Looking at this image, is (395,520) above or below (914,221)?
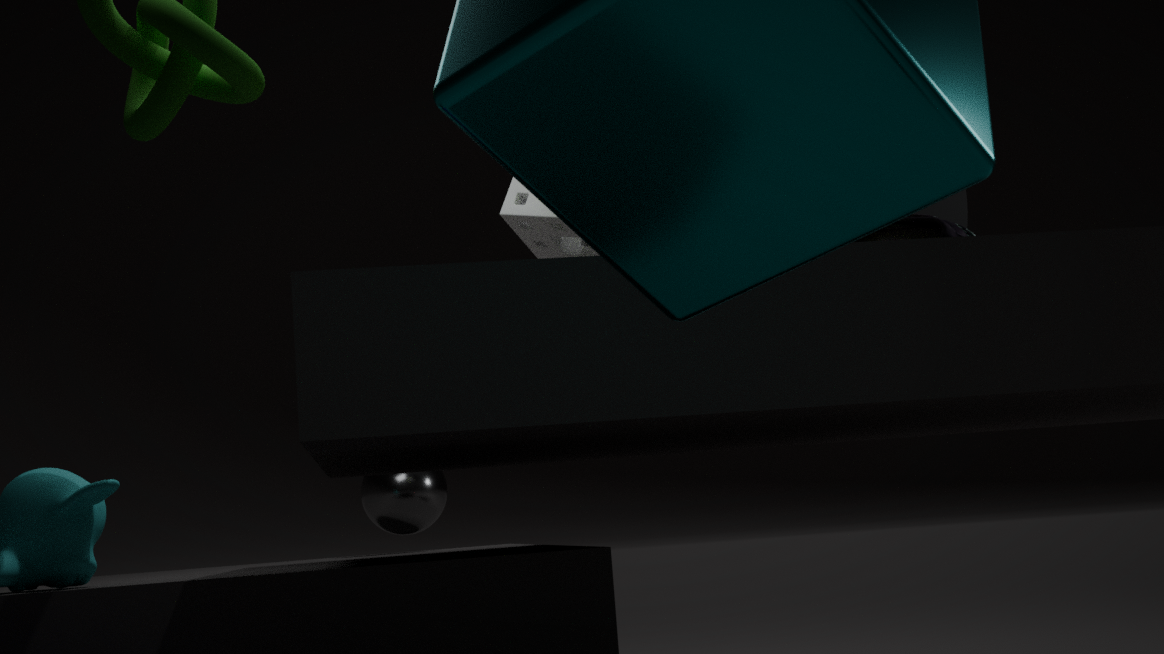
below
